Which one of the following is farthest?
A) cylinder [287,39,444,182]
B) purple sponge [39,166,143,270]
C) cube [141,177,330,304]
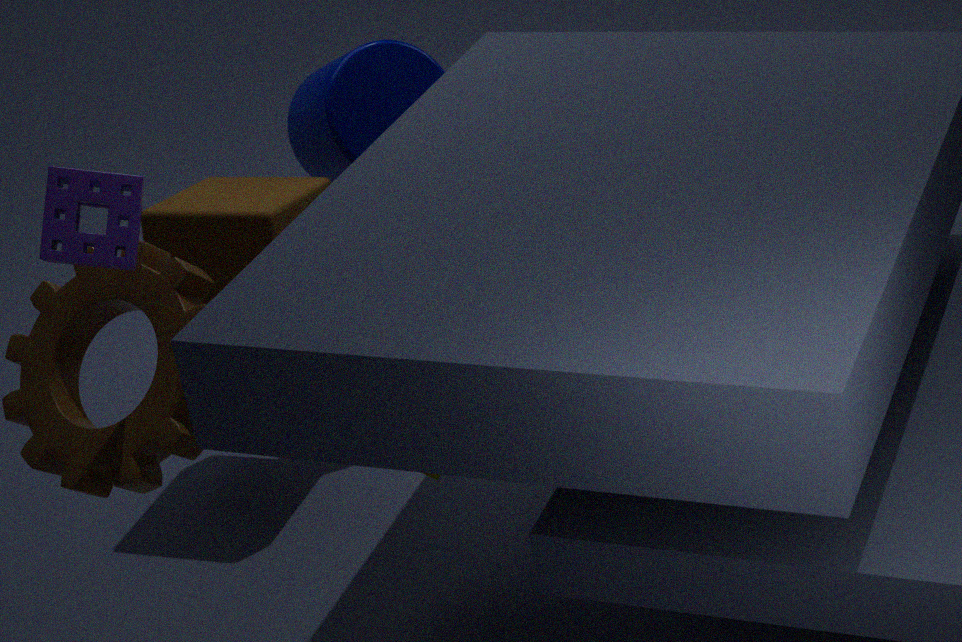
cylinder [287,39,444,182]
